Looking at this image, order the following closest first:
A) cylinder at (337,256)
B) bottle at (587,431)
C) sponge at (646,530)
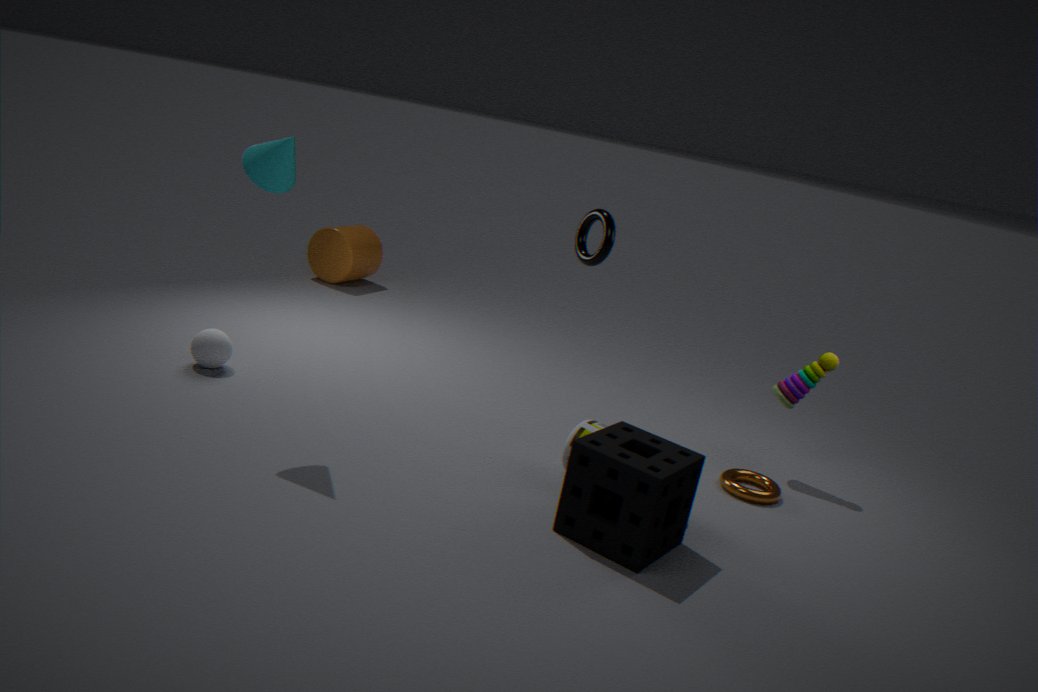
sponge at (646,530), bottle at (587,431), cylinder at (337,256)
